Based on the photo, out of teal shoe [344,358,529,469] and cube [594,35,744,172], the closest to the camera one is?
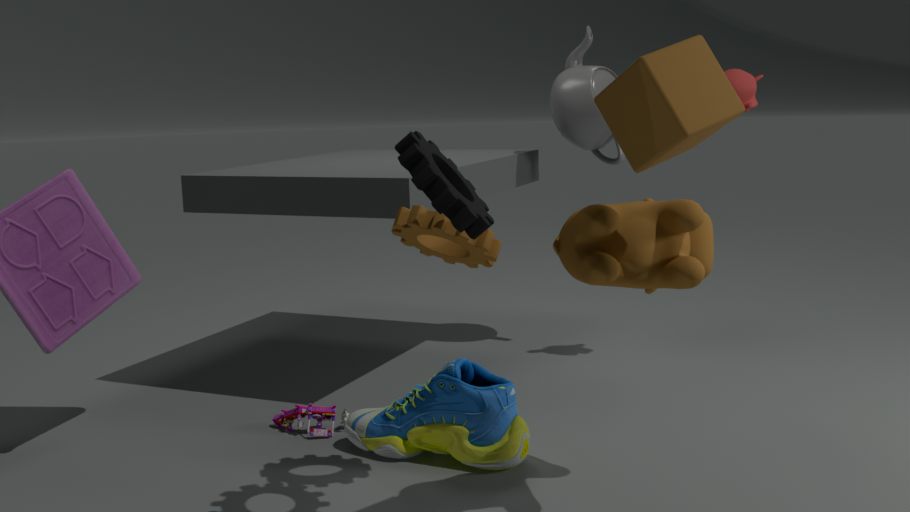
cube [594,35,744,172]
